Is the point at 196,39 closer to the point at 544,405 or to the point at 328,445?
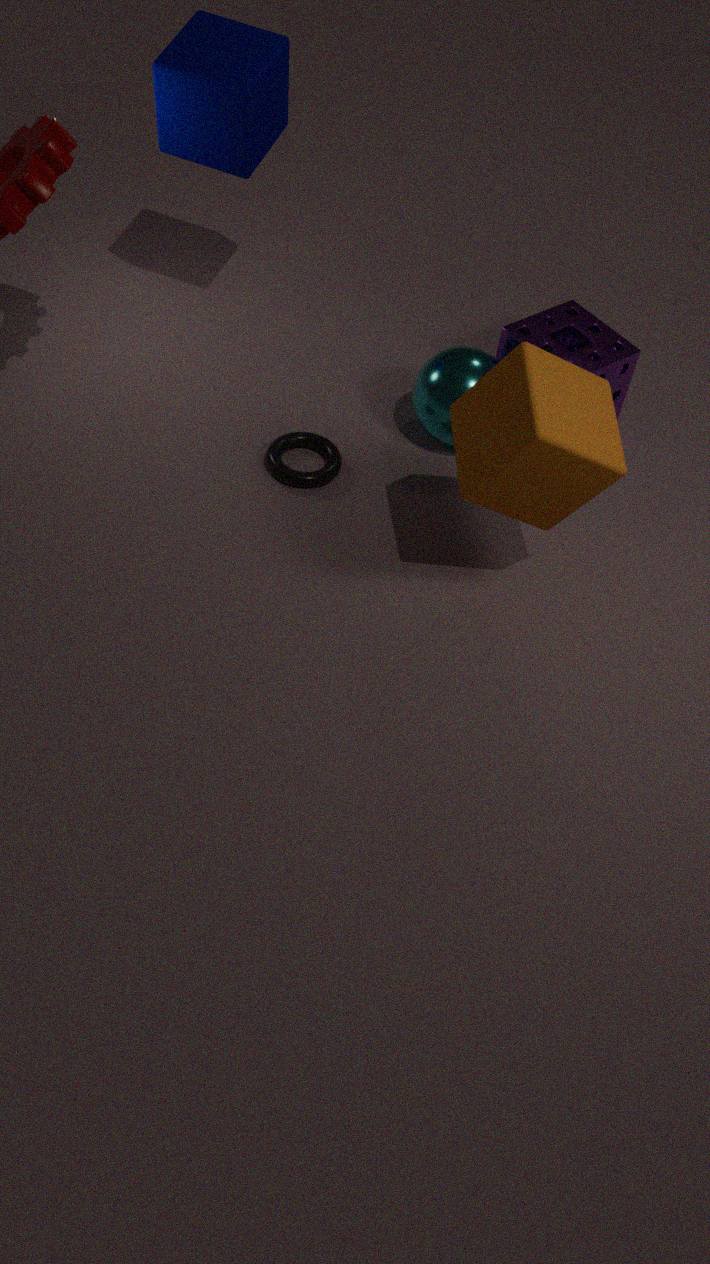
the point at 328,445
